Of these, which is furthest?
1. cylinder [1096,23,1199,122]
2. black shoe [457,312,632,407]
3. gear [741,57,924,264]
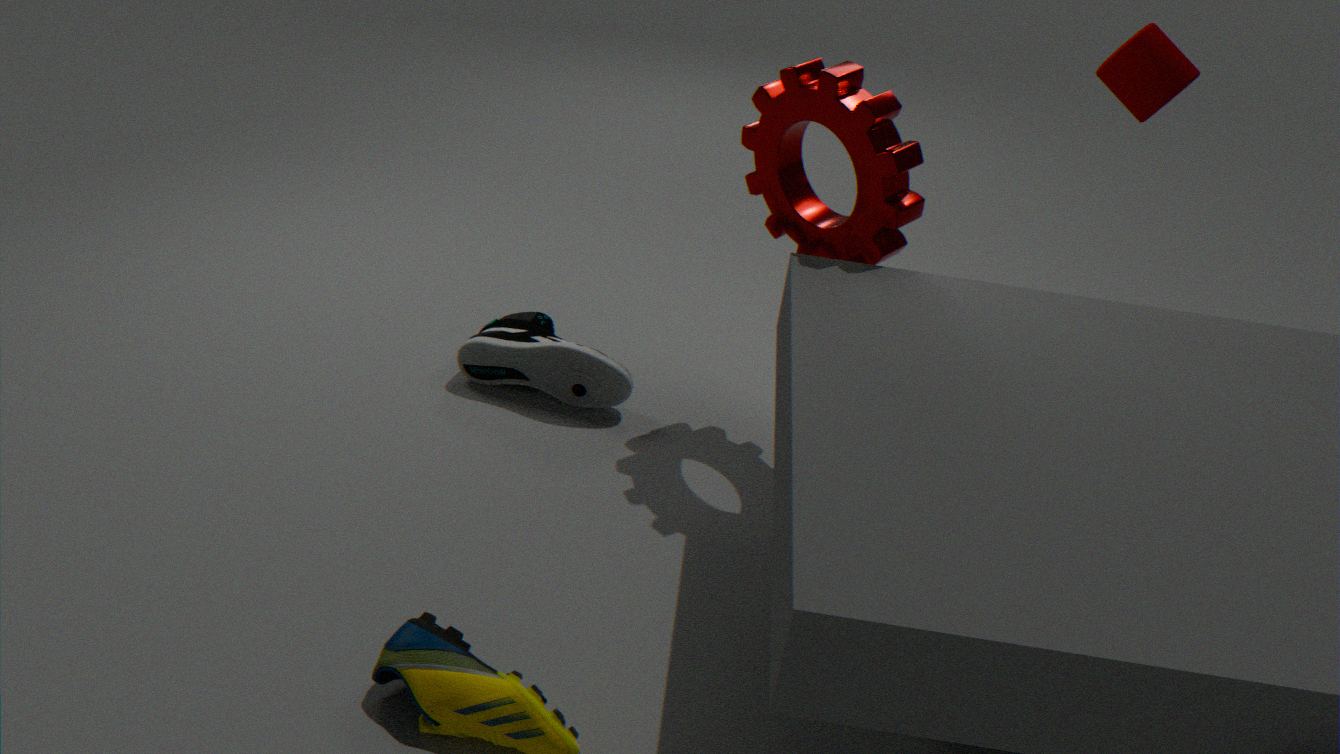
black shoe [457,312,632,407]
